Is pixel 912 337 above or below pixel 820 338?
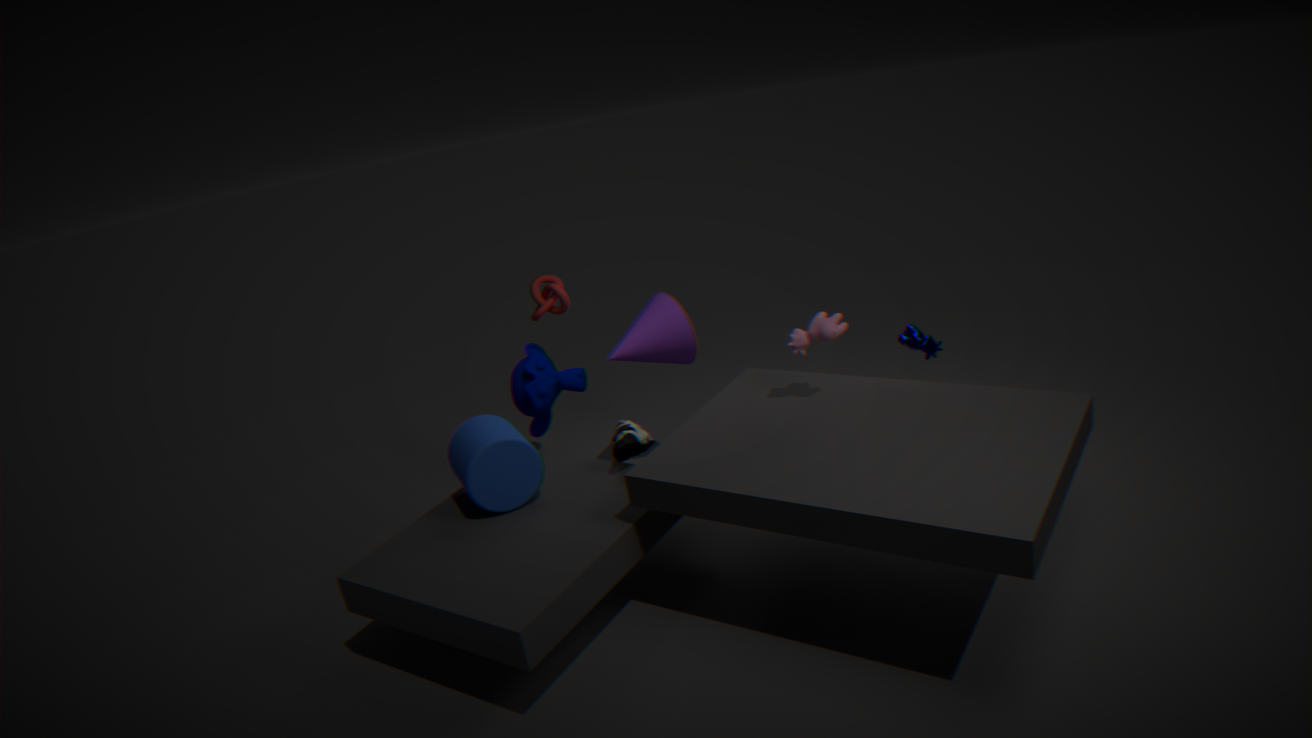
below
